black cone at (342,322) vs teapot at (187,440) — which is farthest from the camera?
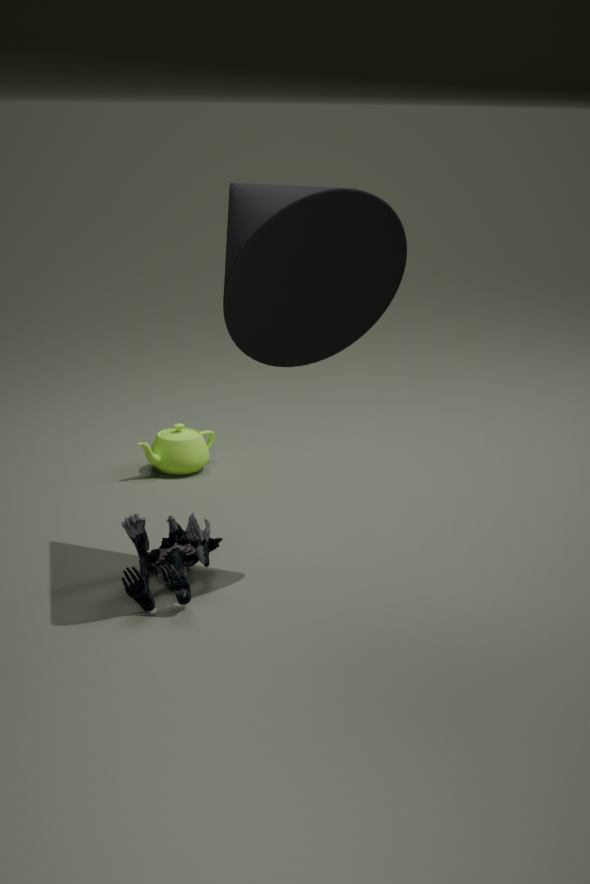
teapot at (187,440)
